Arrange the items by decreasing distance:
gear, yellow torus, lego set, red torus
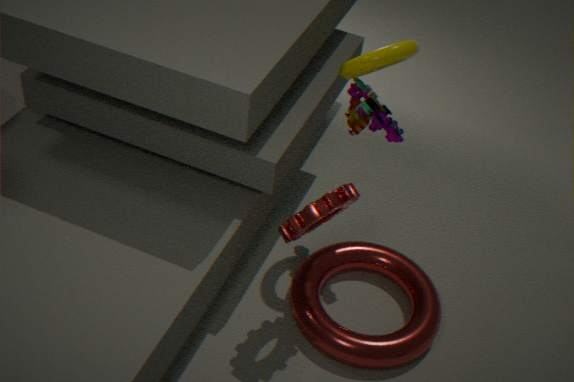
red torus, lego set, yellow torus, gear
